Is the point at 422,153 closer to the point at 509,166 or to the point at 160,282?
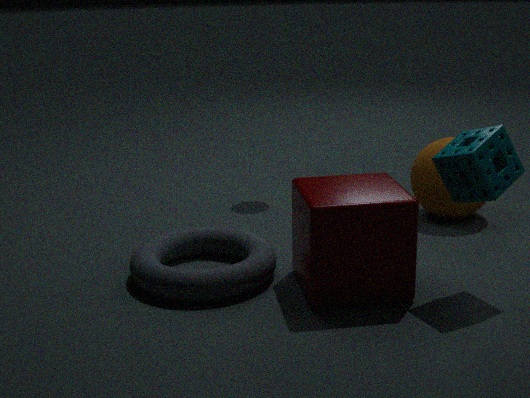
the point at 509,166
